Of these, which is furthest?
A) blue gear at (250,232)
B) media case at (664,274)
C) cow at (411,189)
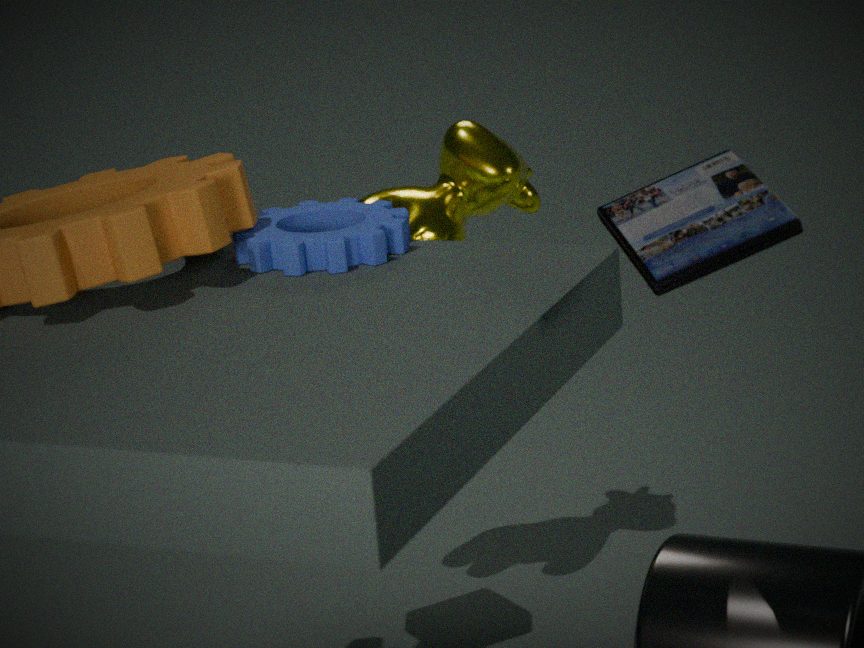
cow at (411,189)
